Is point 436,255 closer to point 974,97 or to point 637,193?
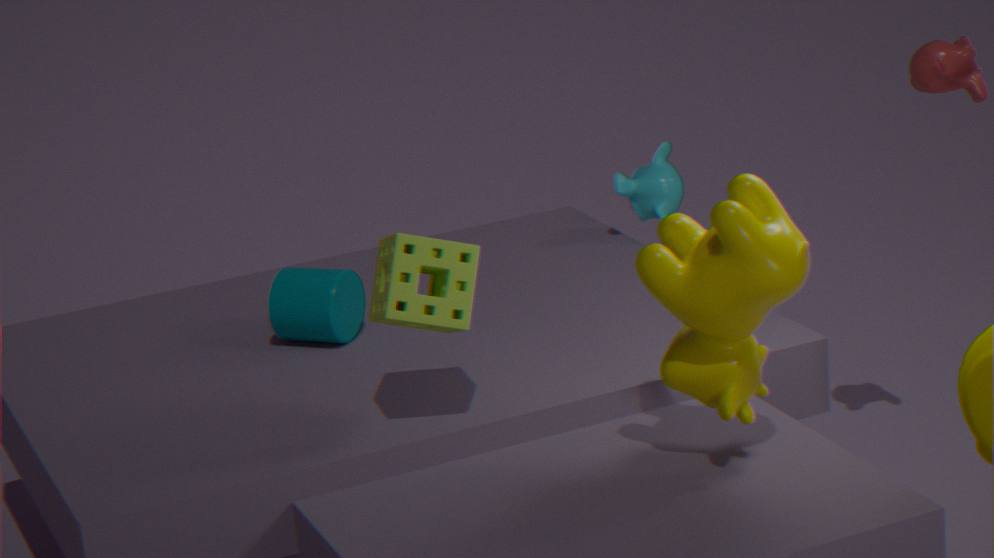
point 637,193
